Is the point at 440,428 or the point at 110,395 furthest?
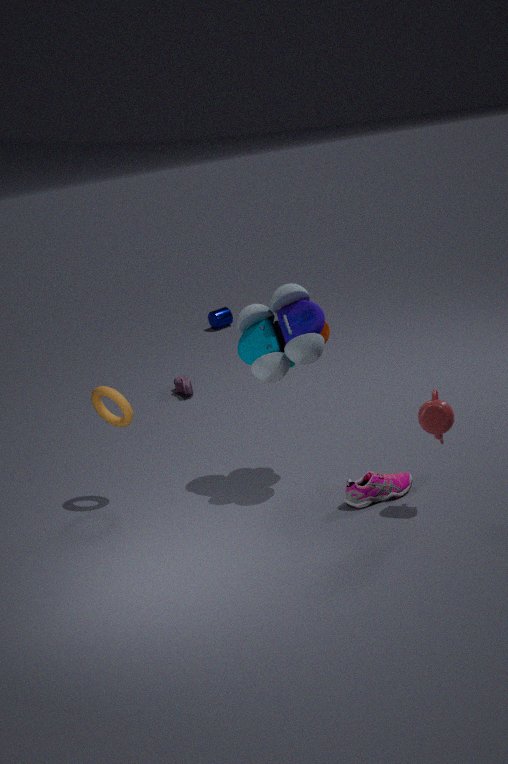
the point at 110,395
